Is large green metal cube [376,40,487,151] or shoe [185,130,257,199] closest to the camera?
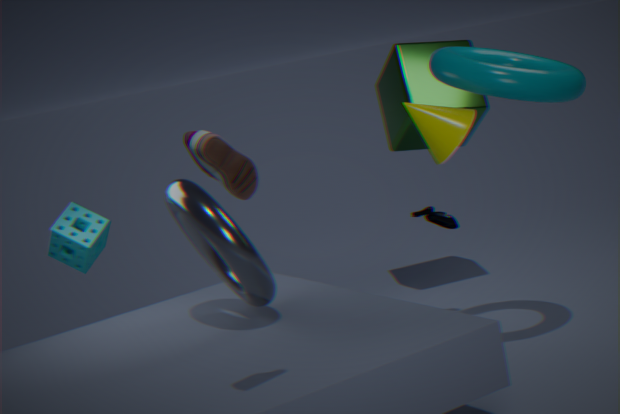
shoe [185,130,257,199]
